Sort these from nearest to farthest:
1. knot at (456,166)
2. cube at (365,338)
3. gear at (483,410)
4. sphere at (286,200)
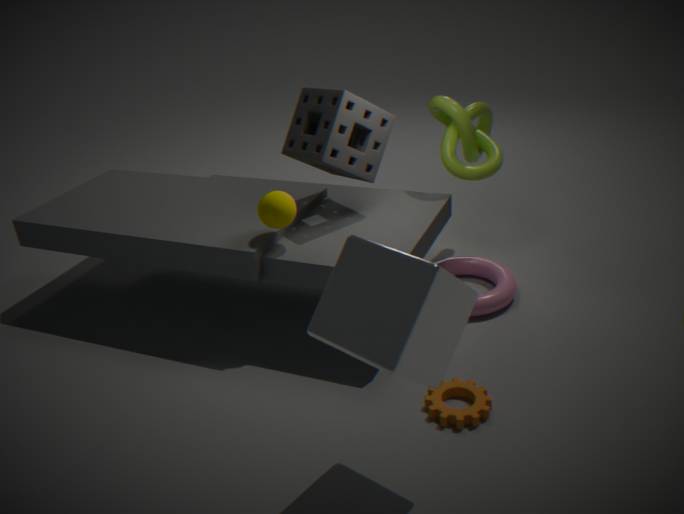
cube at (365,338), gear at (483,410), sphere at (286,200), knot at (456,166)
